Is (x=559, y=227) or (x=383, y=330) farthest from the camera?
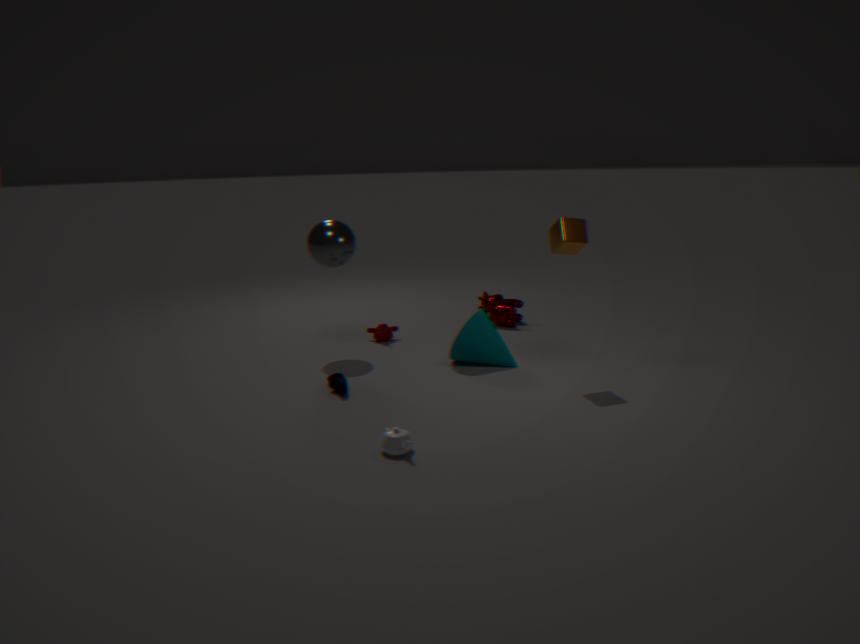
(x=383, y=330)
